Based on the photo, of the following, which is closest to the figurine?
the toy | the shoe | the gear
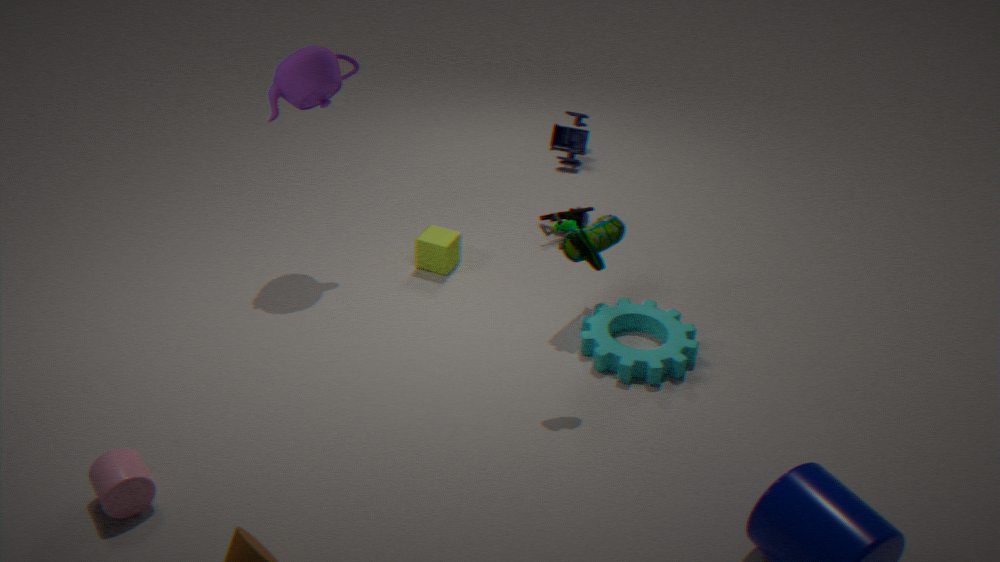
the gear
